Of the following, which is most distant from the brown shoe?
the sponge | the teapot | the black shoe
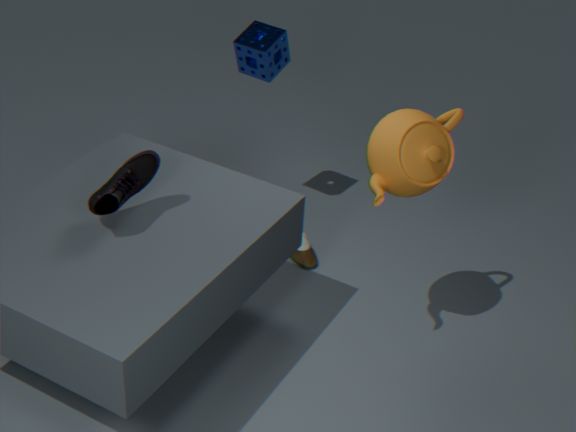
the black shoe
